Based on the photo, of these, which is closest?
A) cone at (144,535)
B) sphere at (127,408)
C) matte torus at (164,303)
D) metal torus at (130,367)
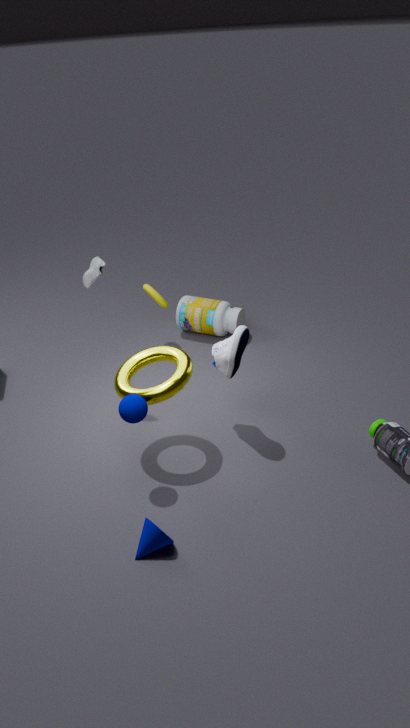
cone at (144,535)
